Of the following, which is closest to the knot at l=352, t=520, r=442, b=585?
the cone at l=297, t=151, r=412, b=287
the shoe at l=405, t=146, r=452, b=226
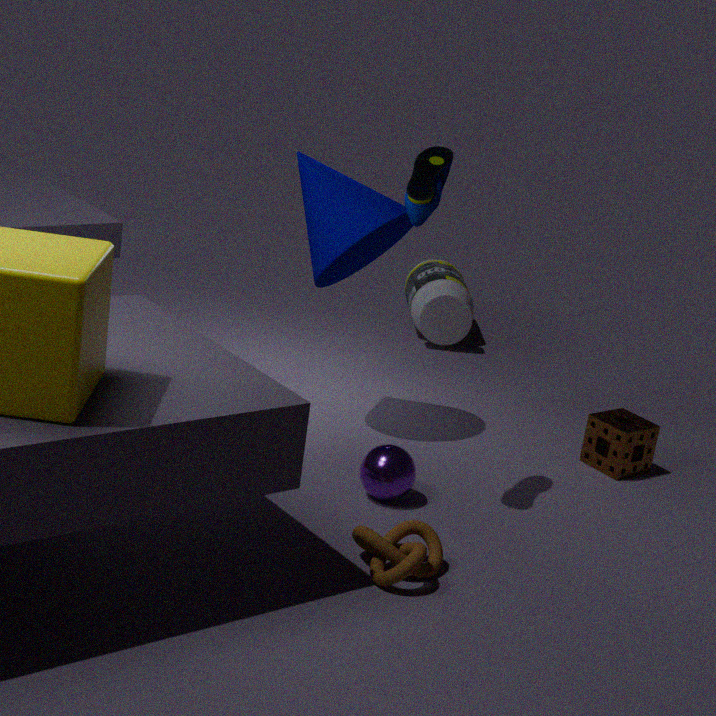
the shoe at l=405, t=146, r=452, b=226
